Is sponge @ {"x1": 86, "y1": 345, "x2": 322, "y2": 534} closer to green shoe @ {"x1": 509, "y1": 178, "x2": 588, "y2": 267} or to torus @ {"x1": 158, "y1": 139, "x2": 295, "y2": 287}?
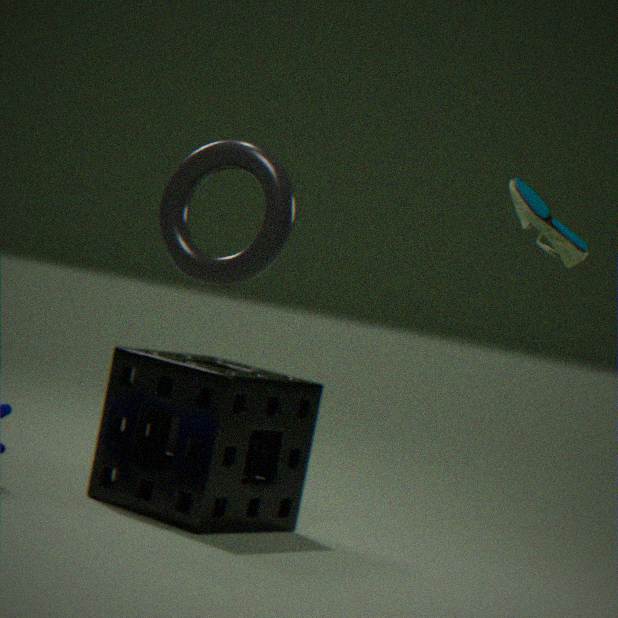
torus @ {"x1": 158, "y1": 139, "x2": 295, "y2": 287}
